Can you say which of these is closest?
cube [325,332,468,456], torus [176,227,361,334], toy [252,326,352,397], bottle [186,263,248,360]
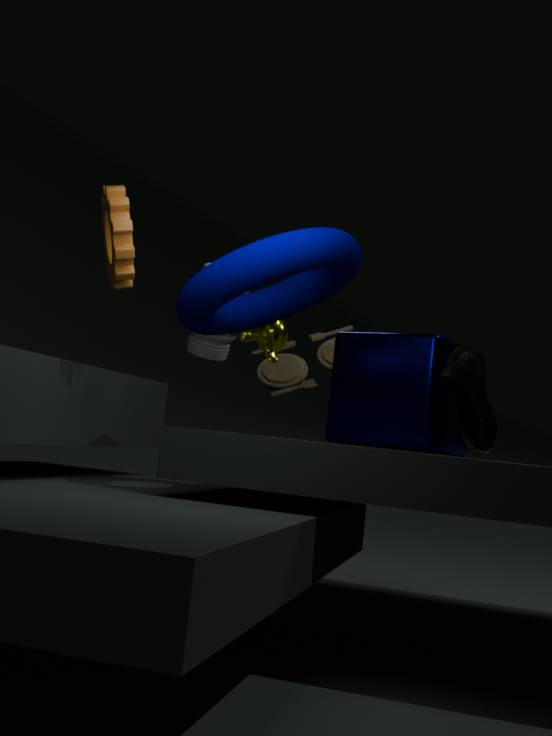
torus [176,227,361,334]
